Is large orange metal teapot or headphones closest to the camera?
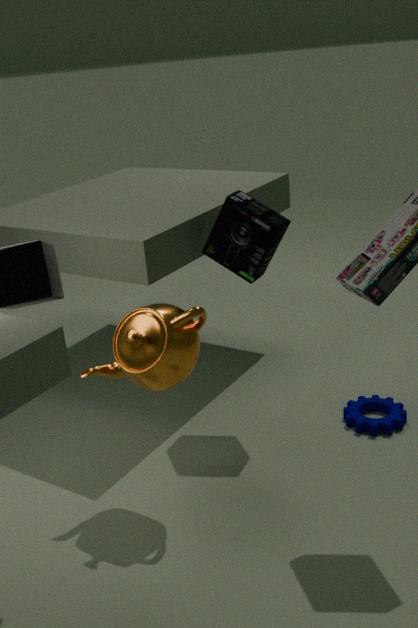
large orange metal teapot
